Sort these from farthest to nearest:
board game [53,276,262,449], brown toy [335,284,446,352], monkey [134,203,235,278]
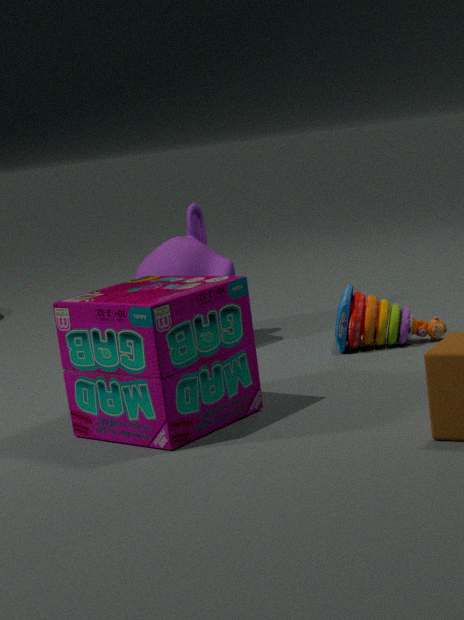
monkey [134,203,235,278]
brown toy [335,284,446,352]
board game [53,276,262,449]
